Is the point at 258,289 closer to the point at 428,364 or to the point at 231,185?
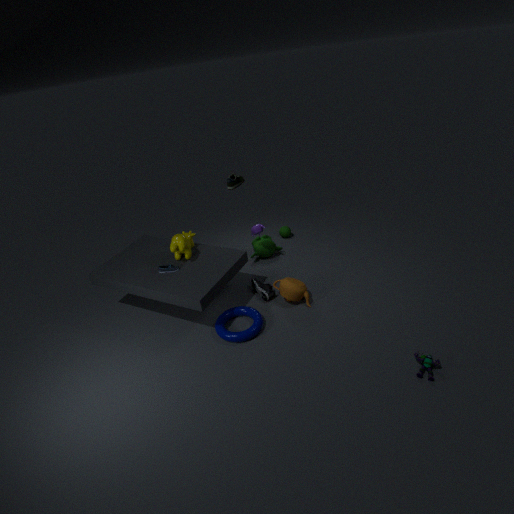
the point at 428,364
